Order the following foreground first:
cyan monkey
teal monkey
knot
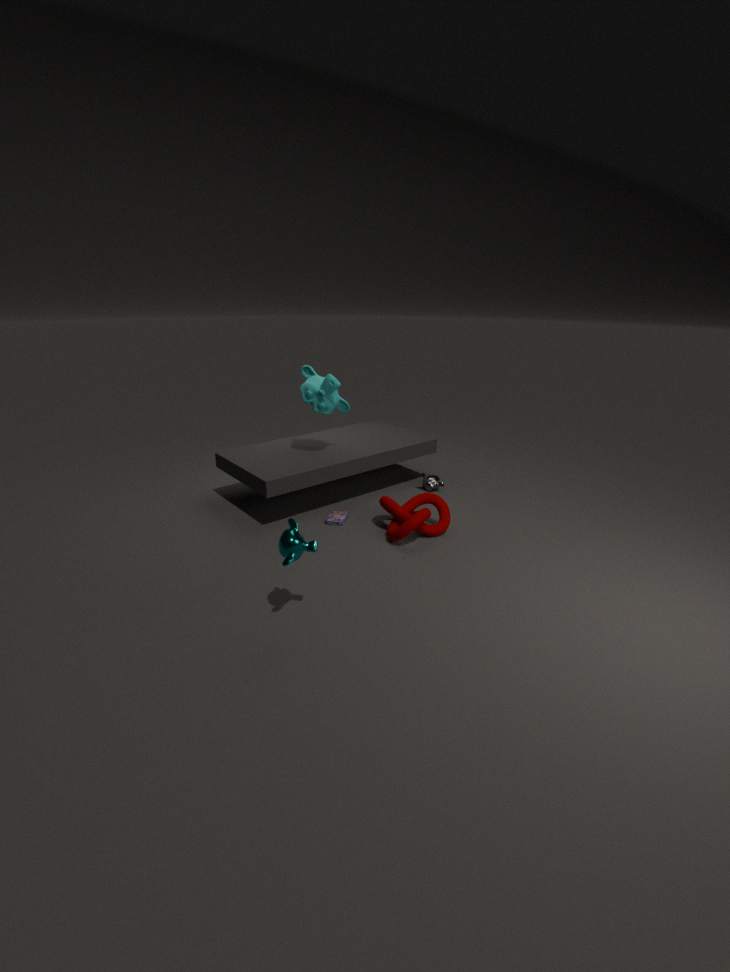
teal monkey
knot
cyan monkey
